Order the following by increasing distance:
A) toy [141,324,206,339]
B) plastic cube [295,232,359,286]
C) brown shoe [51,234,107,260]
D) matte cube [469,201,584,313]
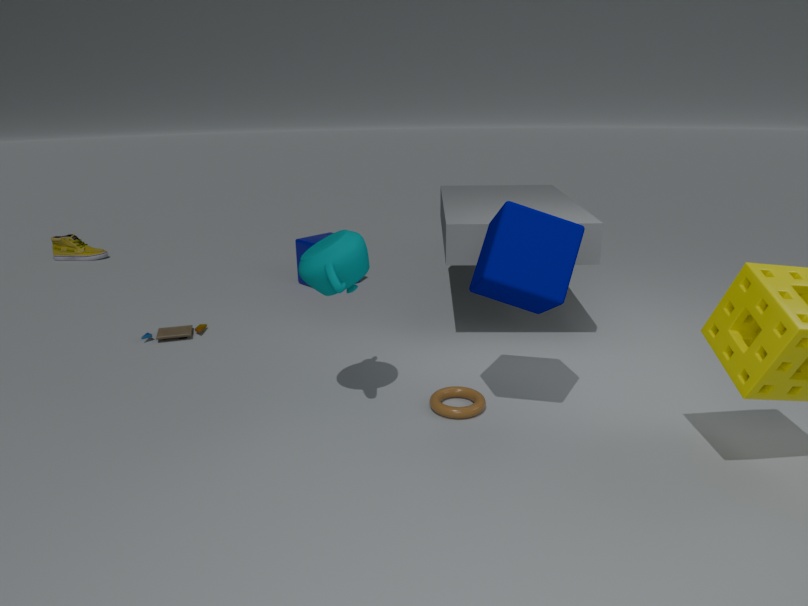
D. matte cube [469,201,584,313] < A. toy [141,324,206,339] < B. plastic cube [295,232,359,286] < C. brown shoe [51,234,107,260]
